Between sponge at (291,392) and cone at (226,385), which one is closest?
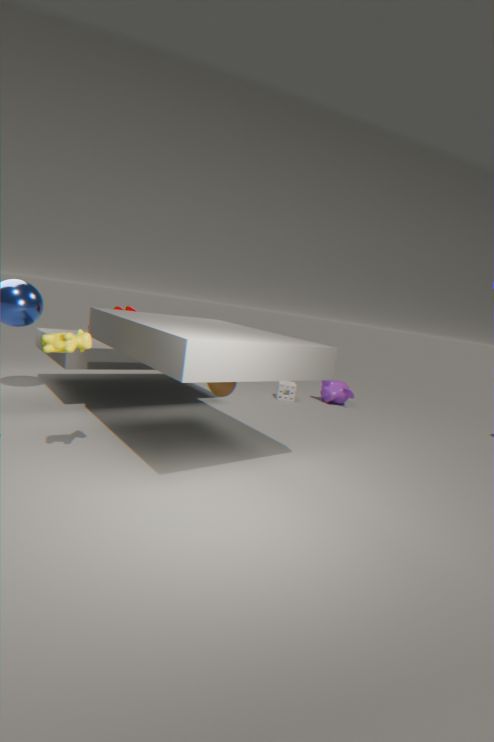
cone at (226,385)
